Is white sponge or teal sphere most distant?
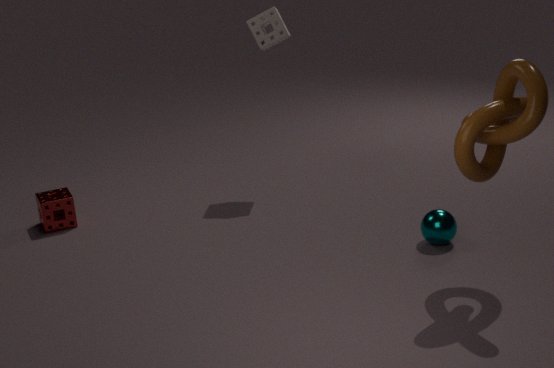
white sponge
